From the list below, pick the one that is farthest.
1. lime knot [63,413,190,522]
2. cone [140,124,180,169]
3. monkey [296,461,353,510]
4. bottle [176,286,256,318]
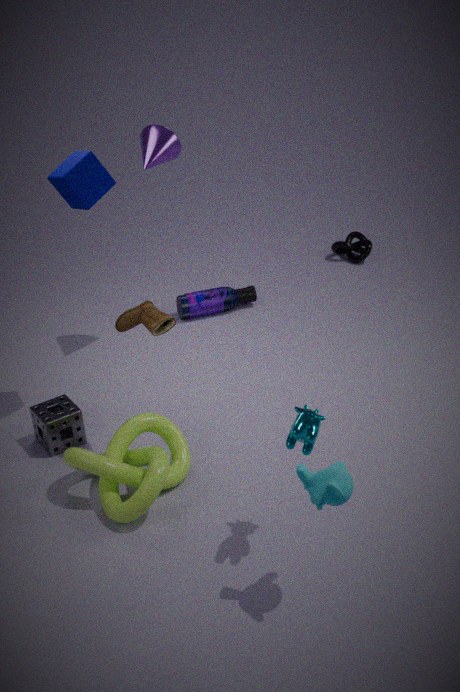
bottle [176,286,256,318]
